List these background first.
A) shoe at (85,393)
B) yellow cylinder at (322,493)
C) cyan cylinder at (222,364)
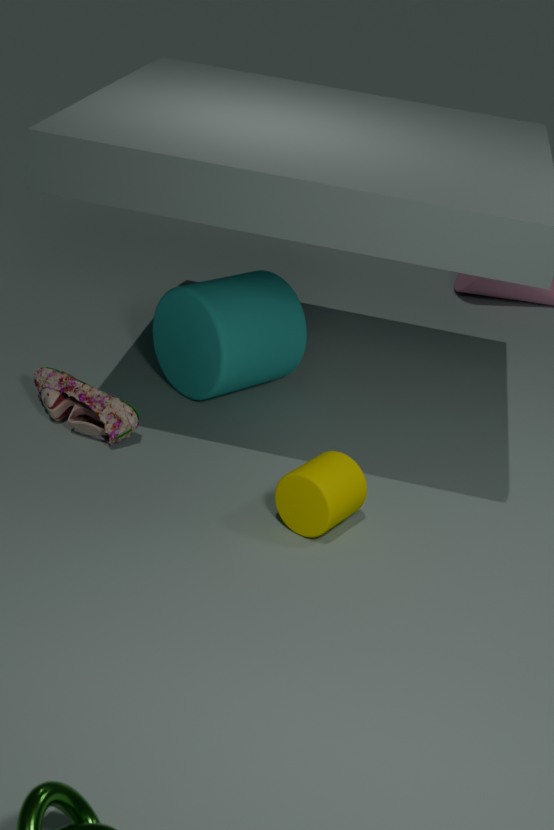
cyan cylinder at (222,364) < shoe at (85,393) < yellow cylinder at (322,493)
